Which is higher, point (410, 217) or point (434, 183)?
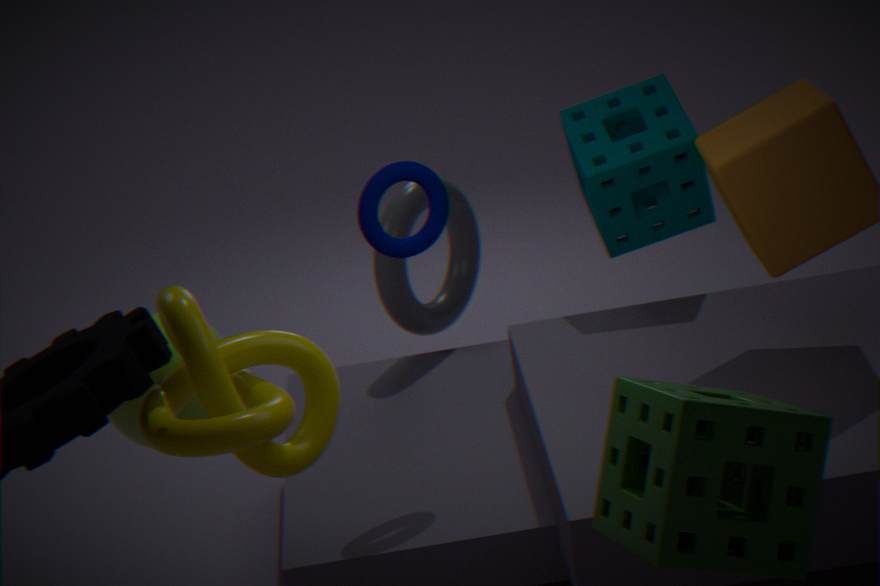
point (434, 183)
